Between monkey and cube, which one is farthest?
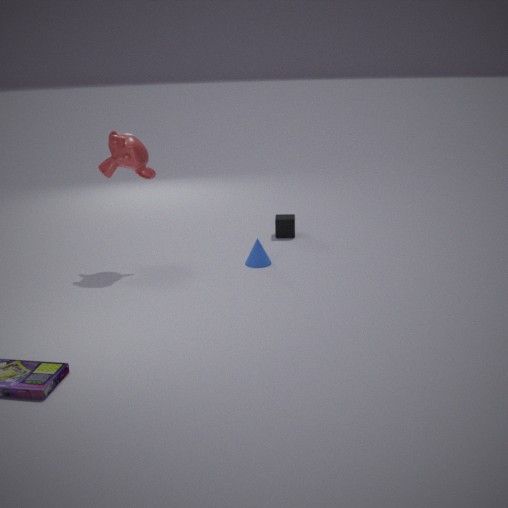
cube
